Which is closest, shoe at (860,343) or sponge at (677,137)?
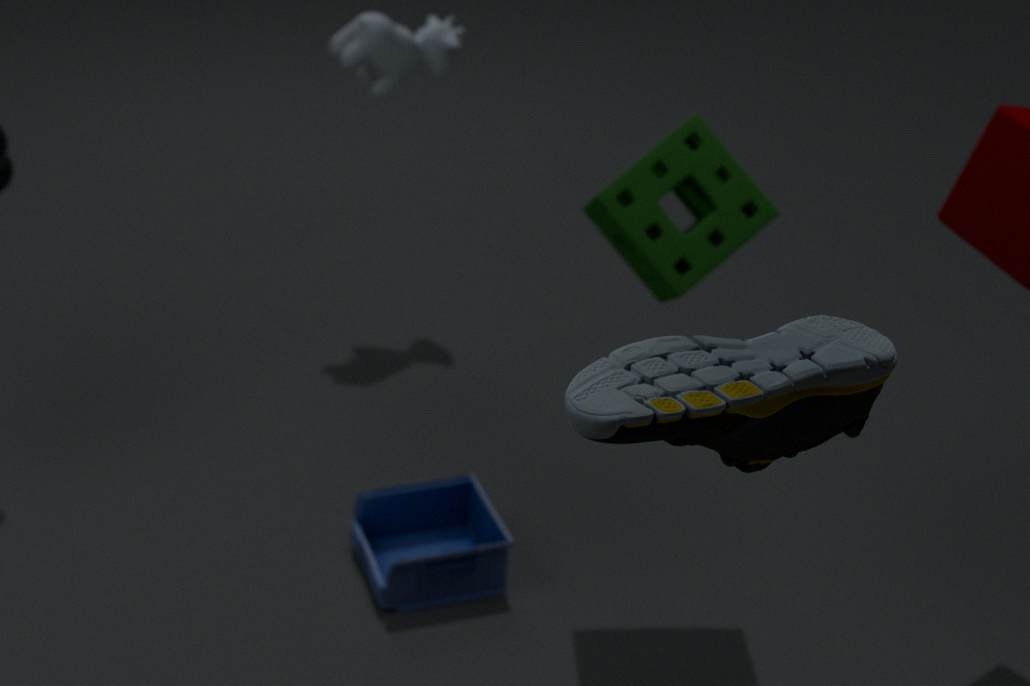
shoe at (860,343)
